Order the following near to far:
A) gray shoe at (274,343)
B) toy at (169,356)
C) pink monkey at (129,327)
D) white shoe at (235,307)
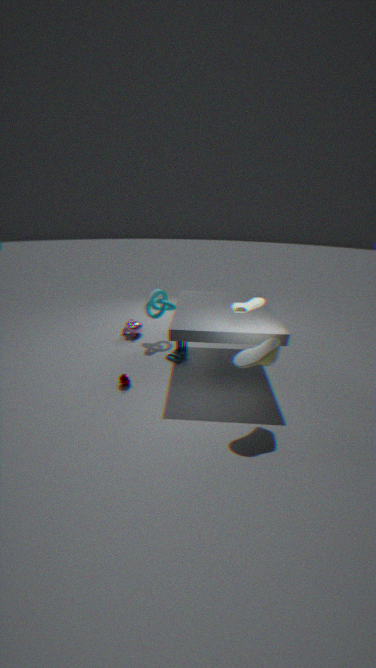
A. gray shoe at (274,343), D. white shoe at (235,307), B. toy at (169,356), C. pink monkey at (129,327)
